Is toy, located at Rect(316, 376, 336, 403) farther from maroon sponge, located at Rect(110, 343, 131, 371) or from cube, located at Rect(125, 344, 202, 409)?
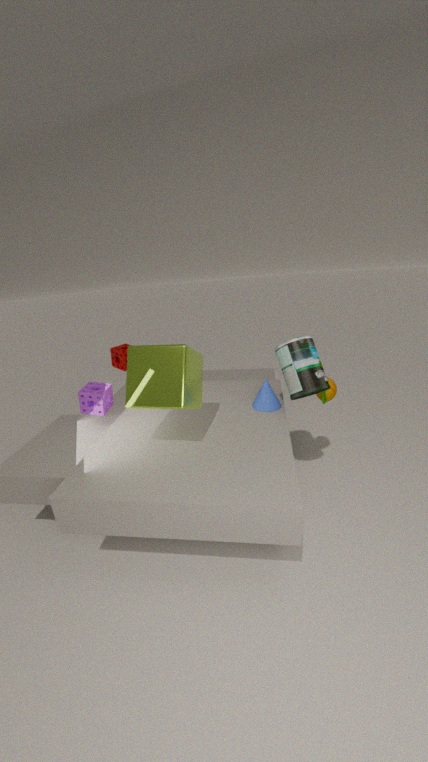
maroon sponge, located at Rect(110, 343, 131, 371)
